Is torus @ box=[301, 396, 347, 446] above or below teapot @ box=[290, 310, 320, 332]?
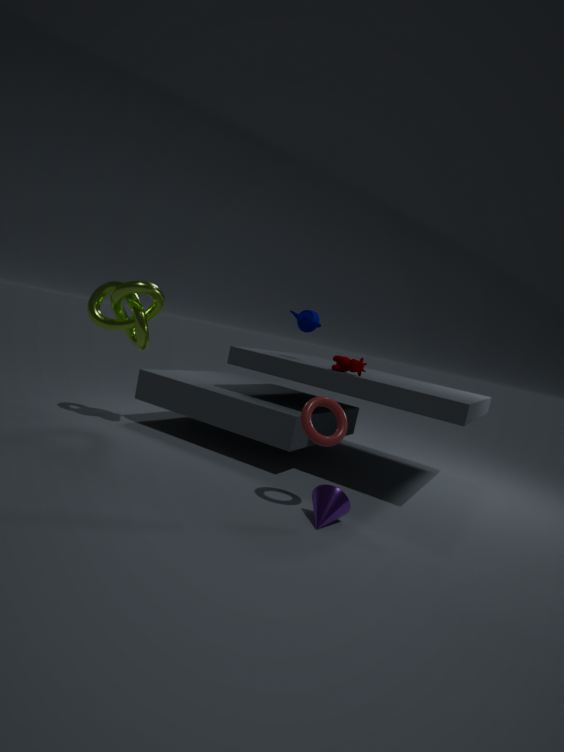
below
